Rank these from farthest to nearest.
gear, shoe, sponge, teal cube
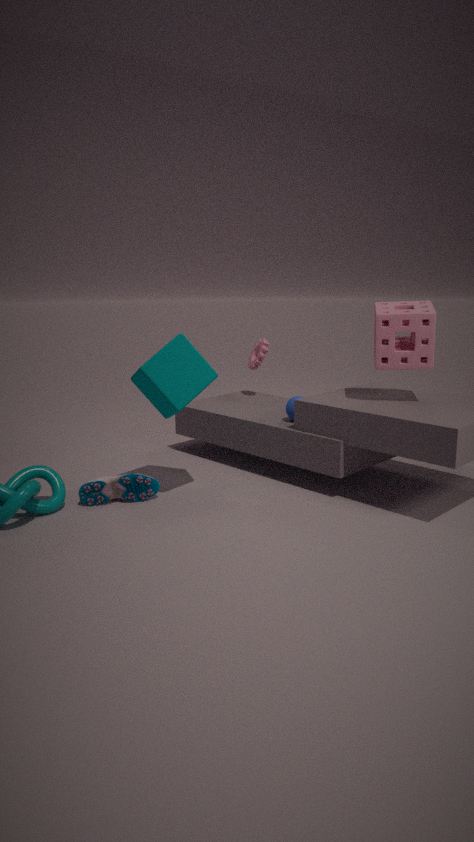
gear < shoe < sponge < teal cube
